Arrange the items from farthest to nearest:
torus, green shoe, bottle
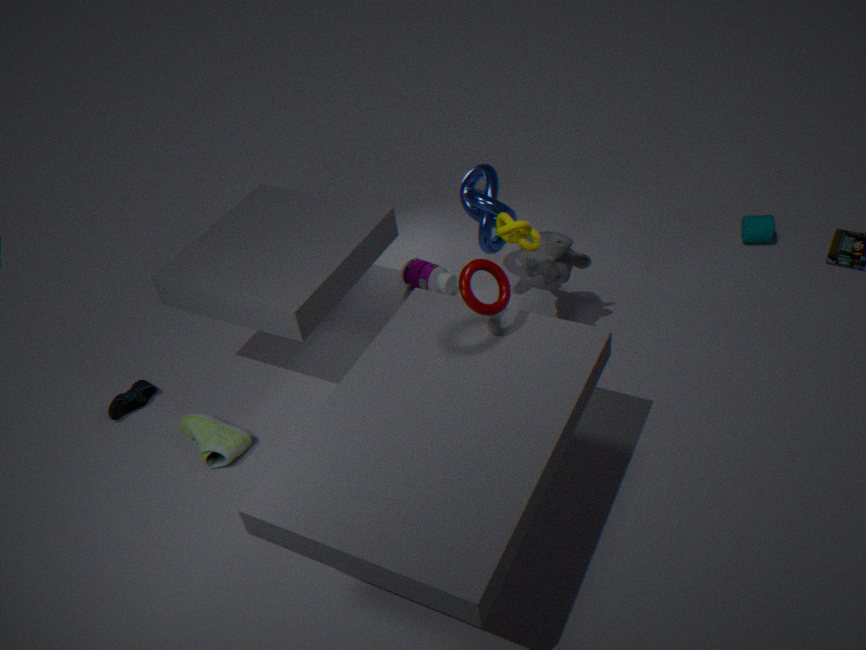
bottle, green shoe, torus
